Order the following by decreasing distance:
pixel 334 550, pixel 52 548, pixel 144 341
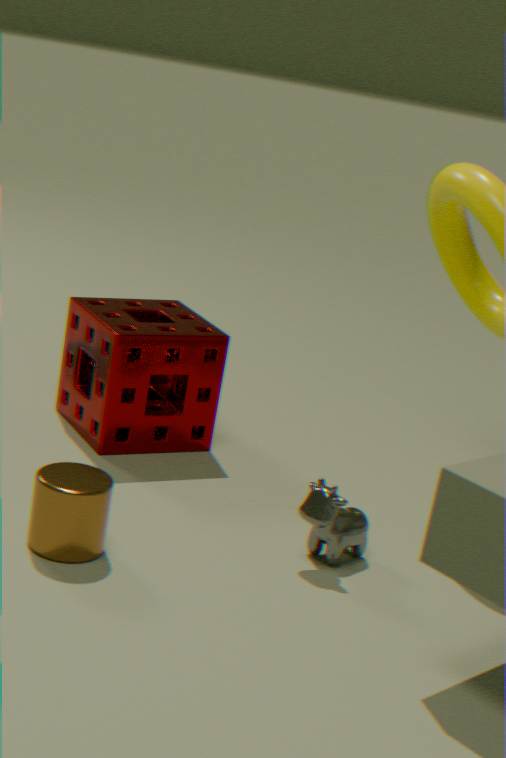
pixel 144 341
pixel 334 550
pixel 52 548
